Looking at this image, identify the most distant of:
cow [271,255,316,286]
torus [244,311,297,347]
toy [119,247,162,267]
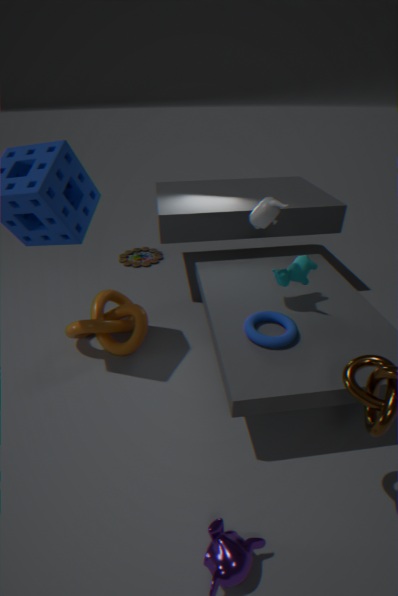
toy [119,247,162,267]
